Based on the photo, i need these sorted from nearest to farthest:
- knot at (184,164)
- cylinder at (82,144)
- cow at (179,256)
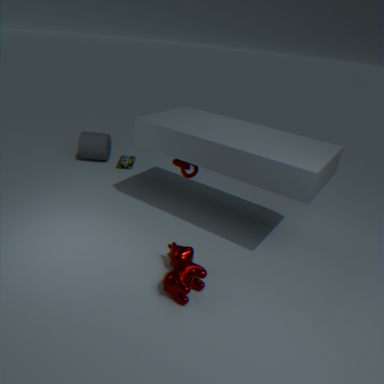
1. cow at (179,256)
2. knot at (184,164)
3. cylinder at (82,144)
